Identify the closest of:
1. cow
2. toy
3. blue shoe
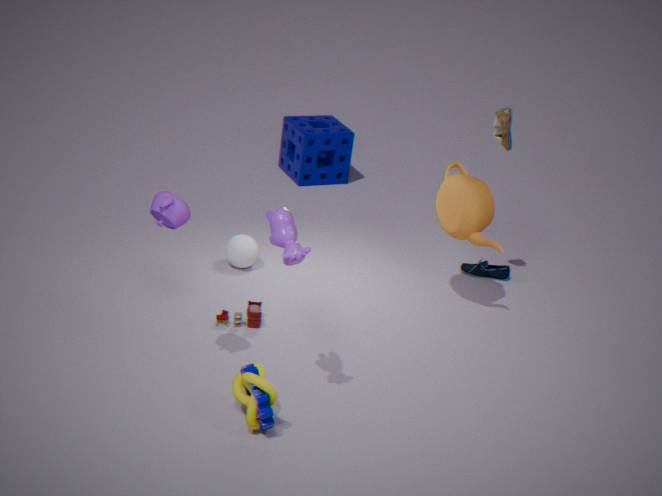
cow
